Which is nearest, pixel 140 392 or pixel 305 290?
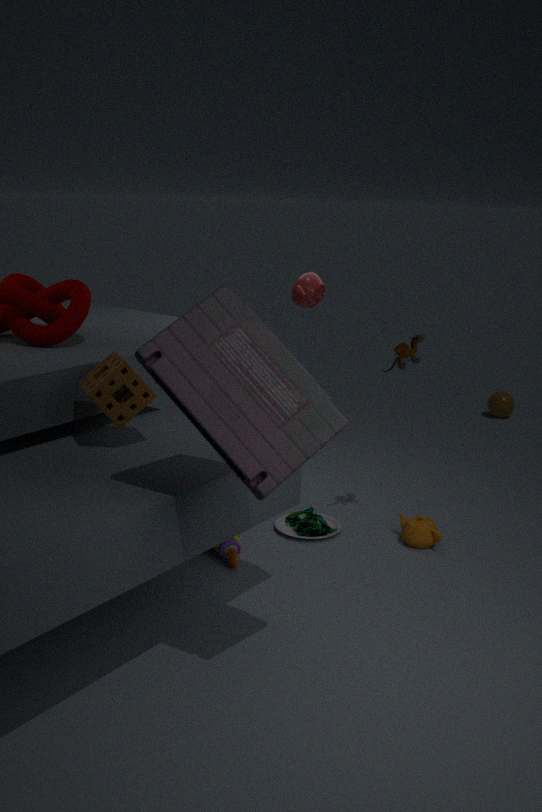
pixel 140 392
